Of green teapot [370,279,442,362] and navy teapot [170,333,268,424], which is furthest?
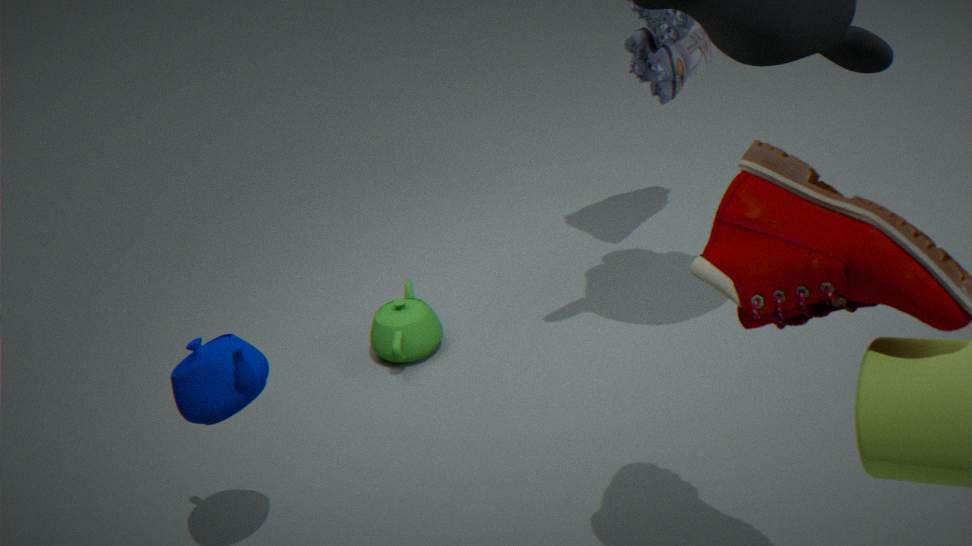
green teapot [370,279,442,362]
